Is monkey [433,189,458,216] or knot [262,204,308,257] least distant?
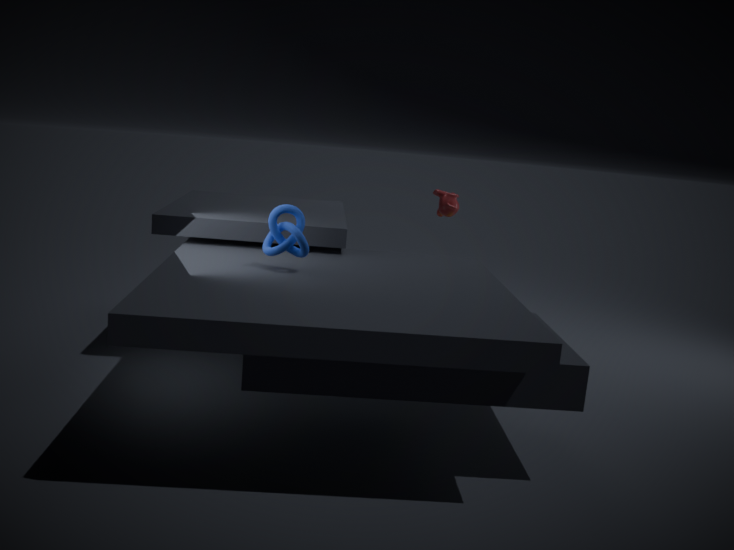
knot [262,204,308,257]
